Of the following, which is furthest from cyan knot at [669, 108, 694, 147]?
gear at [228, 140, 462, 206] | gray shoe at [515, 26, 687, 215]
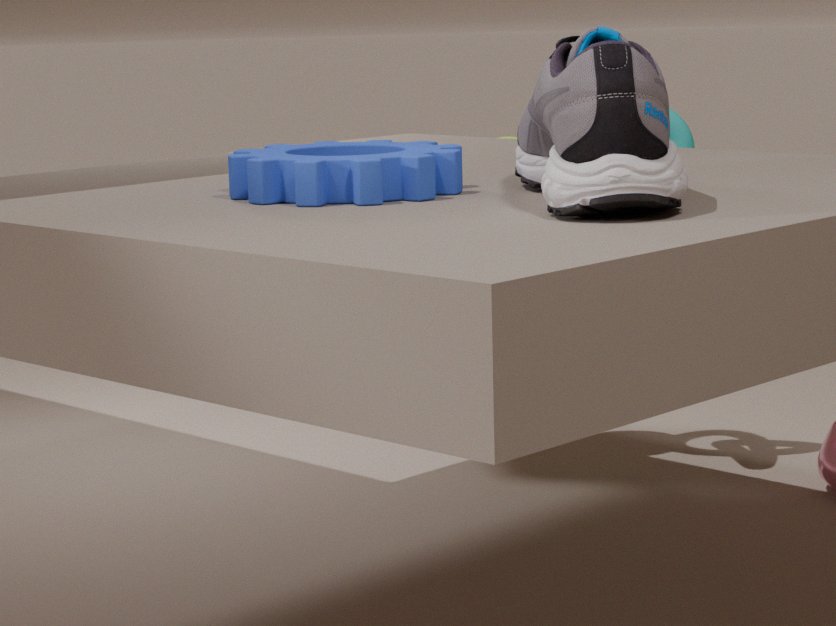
gear at [228, 140, 462, 206]
